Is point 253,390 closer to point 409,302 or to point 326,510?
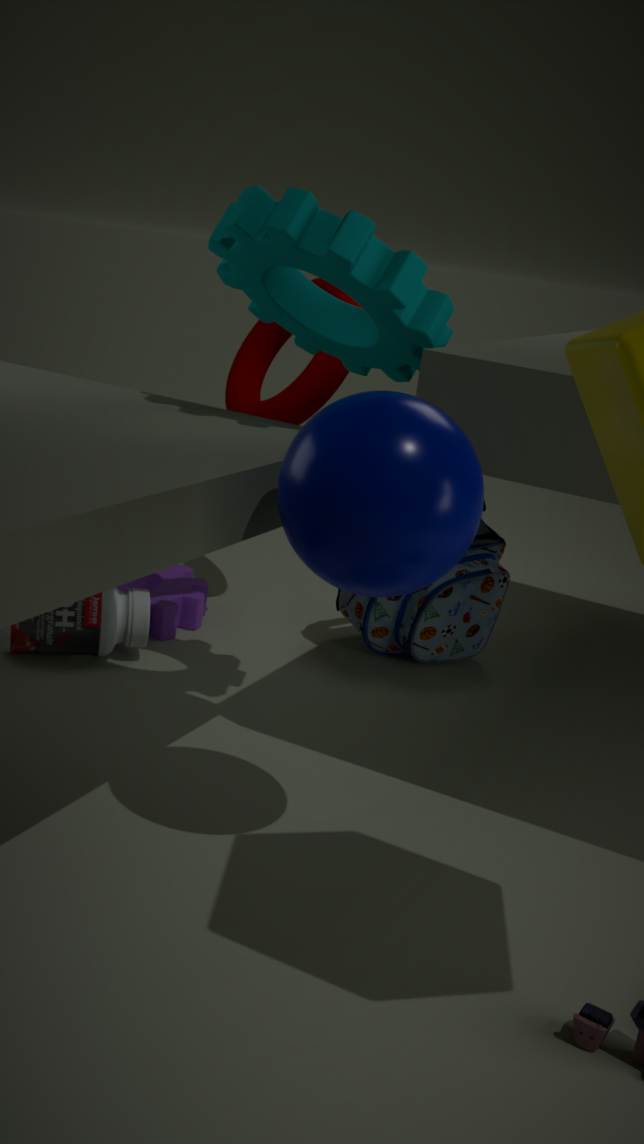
point 409,302
